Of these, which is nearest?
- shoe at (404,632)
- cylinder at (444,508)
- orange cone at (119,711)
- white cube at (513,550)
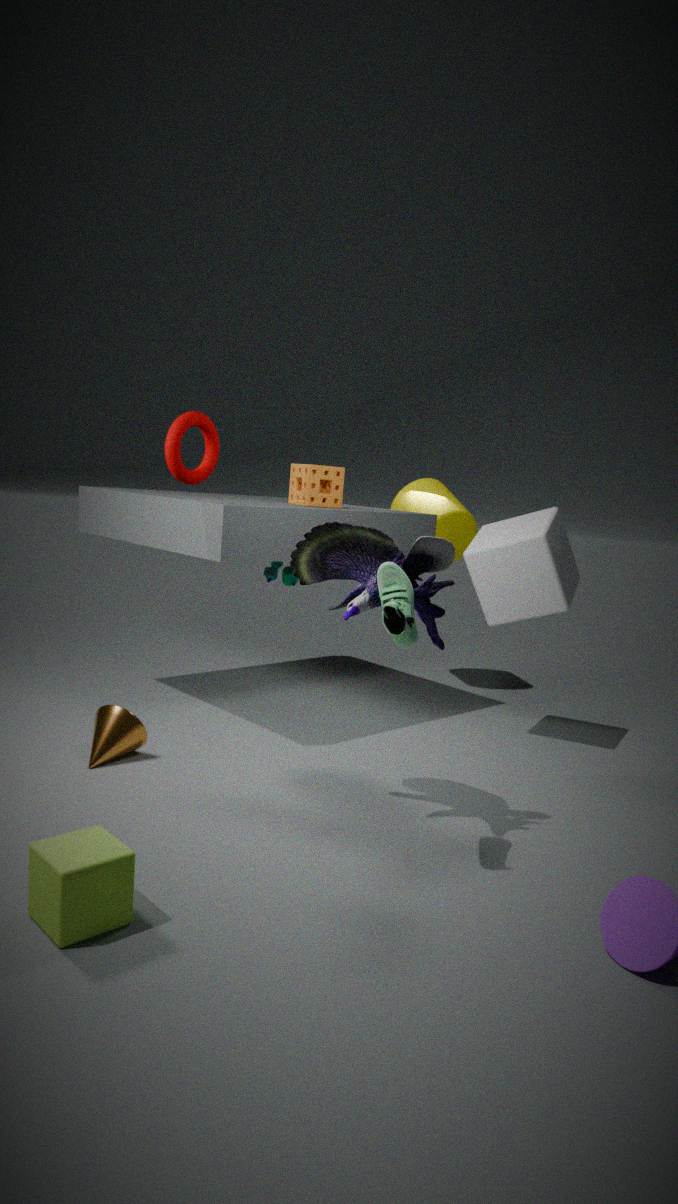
shoe at (404,632)
